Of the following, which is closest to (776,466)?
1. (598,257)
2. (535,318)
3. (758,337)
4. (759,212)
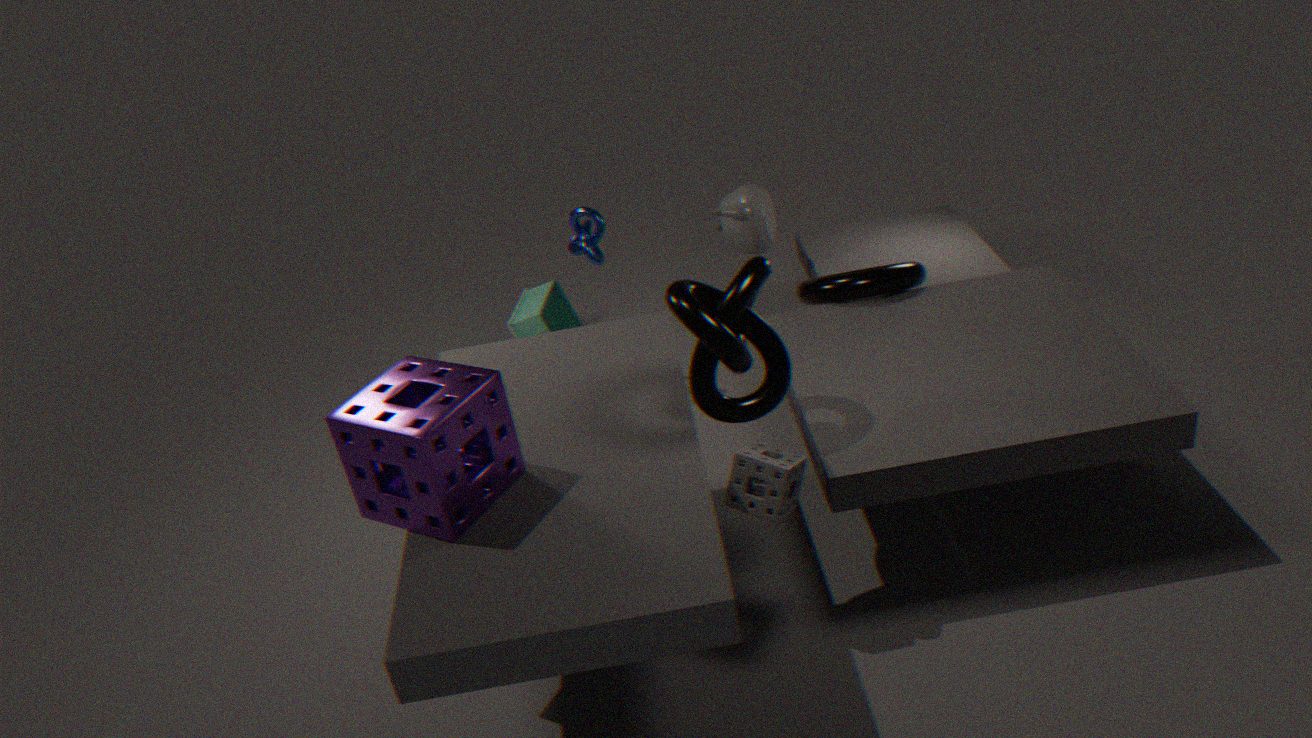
(758,337)
